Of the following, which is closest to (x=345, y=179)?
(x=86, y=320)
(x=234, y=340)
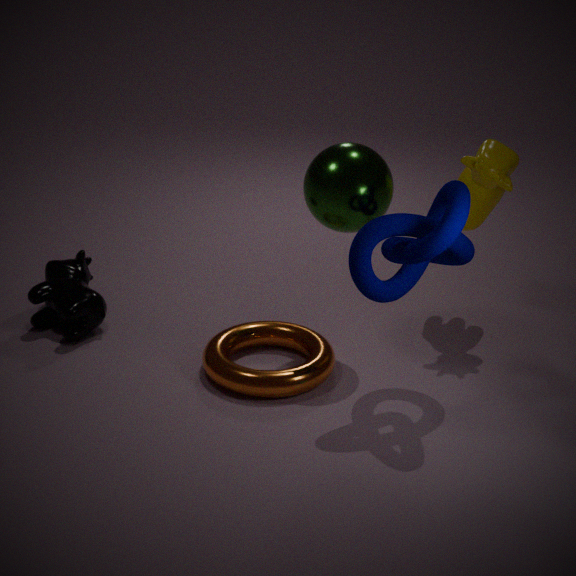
(x=234, y=340)
